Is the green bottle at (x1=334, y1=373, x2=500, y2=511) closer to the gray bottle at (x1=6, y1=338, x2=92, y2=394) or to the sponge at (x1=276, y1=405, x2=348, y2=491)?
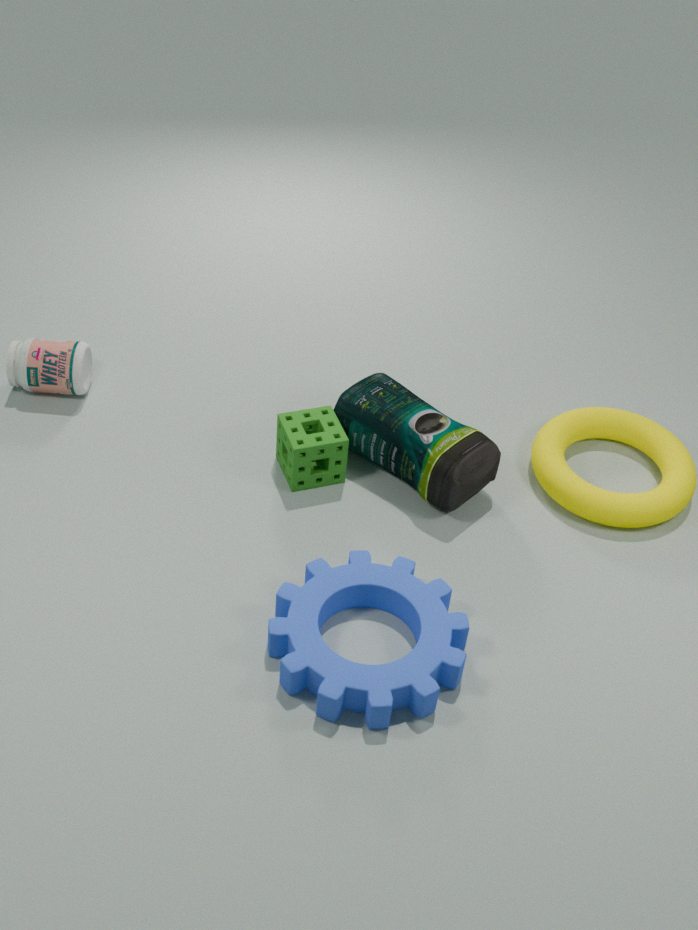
the sponge at (x1=276, y1=405, x2=348, y2=491)
